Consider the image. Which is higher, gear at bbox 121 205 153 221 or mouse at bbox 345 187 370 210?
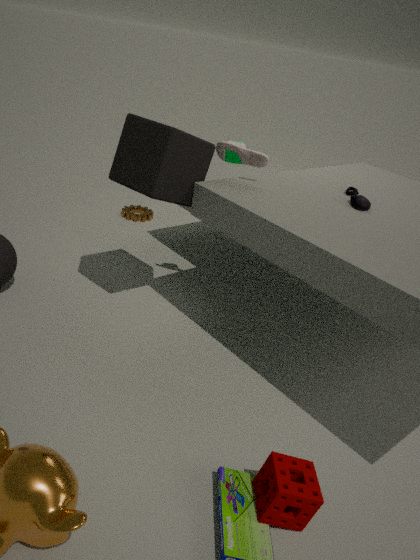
mouse at bbox 345 187 370 210
